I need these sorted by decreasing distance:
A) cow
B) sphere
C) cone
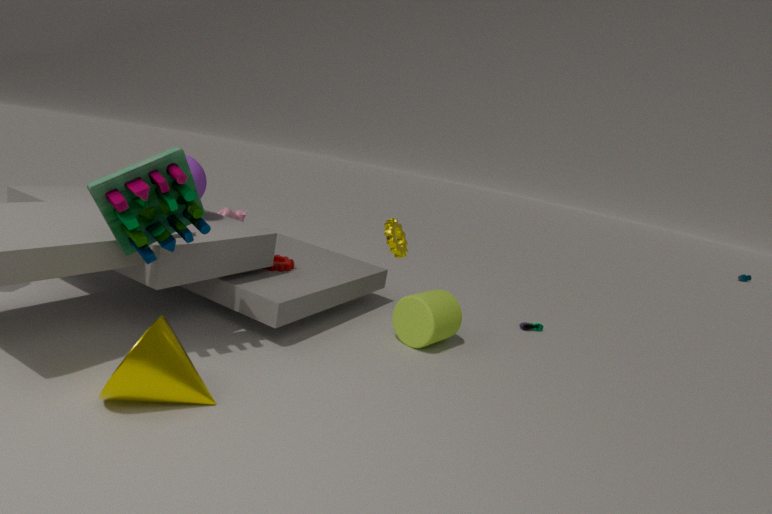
1. cow
2. sphere
3. cone
